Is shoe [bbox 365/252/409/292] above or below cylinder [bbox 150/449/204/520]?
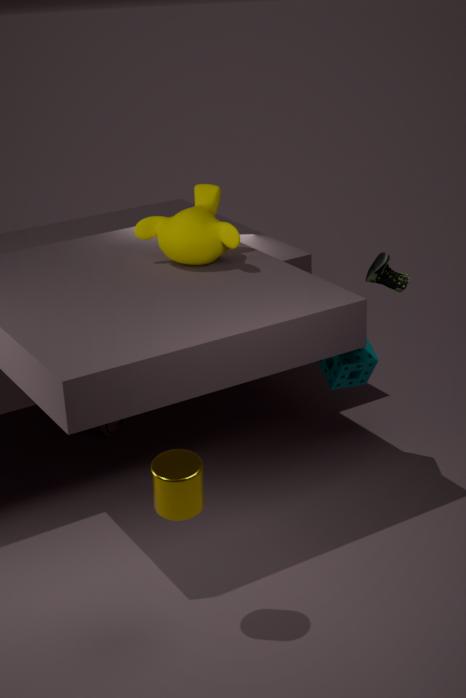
above
